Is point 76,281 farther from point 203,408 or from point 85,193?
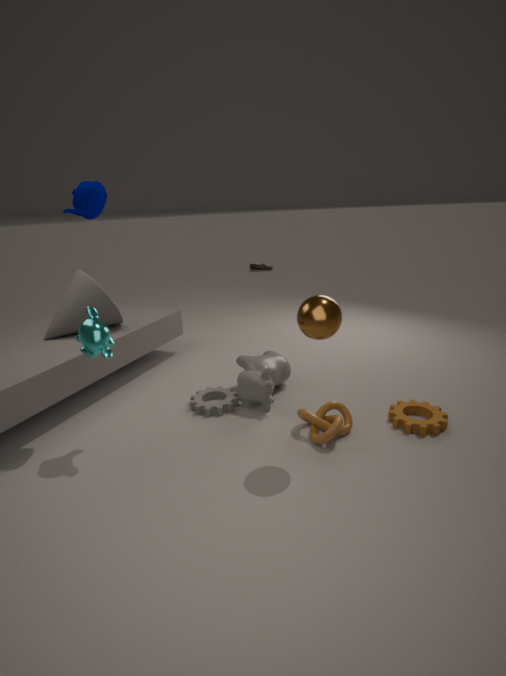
point 203,408
